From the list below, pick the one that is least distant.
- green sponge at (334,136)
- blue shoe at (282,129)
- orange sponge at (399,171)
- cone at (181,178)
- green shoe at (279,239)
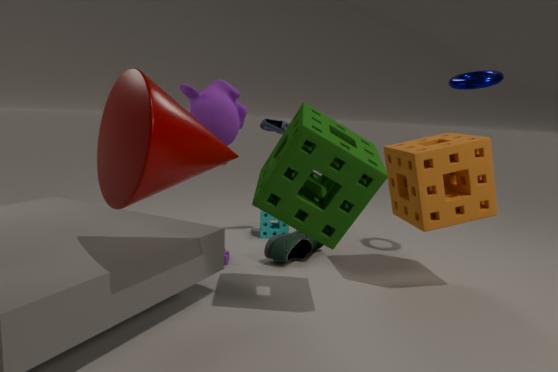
cone at (181,178)
